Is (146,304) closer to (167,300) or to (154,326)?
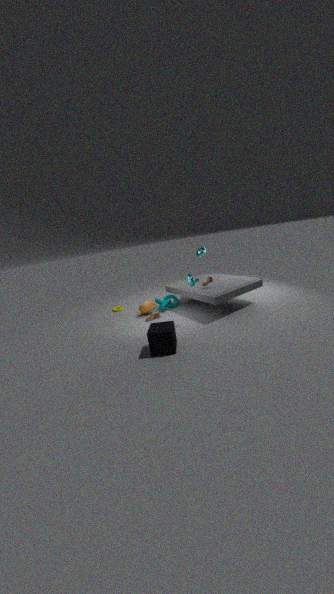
(167,300)
